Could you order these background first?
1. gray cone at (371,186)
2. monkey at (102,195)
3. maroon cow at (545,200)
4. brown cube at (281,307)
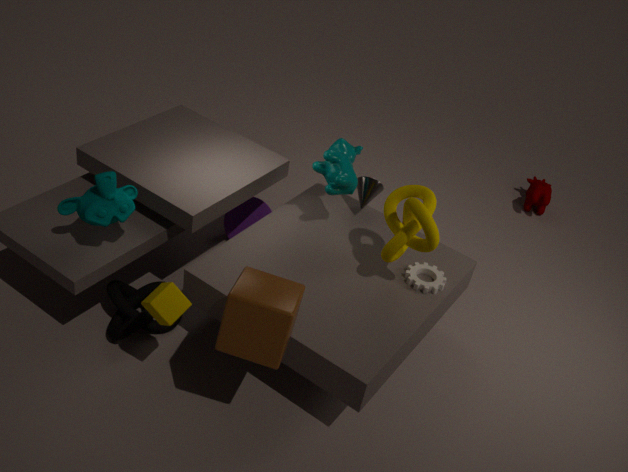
maroon cow at (545,200) < gray cone at (371,186) < monkey at (102,195) < brown cube at (281,307)
